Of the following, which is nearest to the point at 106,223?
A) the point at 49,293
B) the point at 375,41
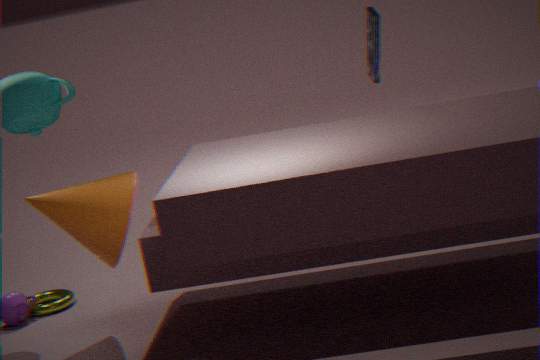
the point at 49,293
